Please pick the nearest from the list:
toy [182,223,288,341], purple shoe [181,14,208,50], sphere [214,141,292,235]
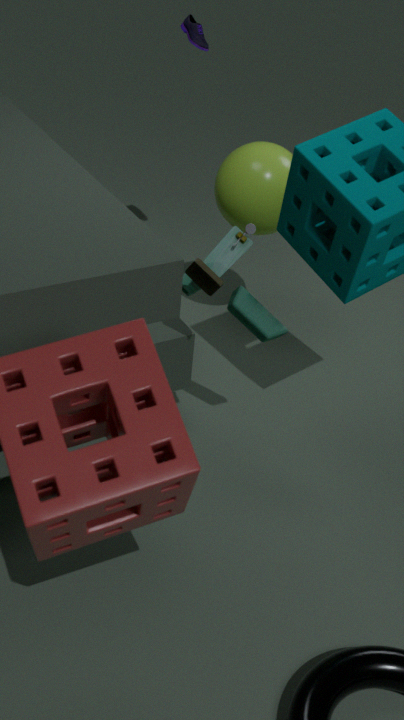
toy [182,223,288,341]
